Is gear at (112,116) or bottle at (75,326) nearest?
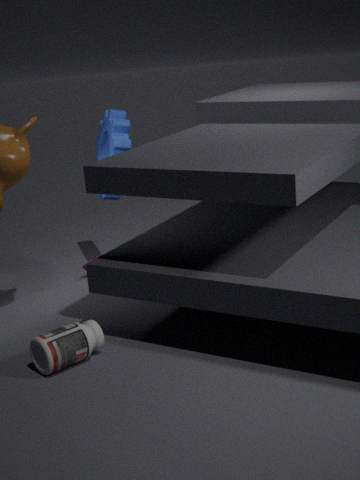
bottle at (75,326)
